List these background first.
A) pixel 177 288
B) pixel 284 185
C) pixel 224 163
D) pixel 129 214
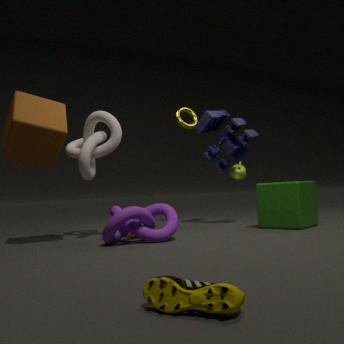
pixel 224 163 → pixel 284 185 → pixel 129 214 → pixel 177 288
